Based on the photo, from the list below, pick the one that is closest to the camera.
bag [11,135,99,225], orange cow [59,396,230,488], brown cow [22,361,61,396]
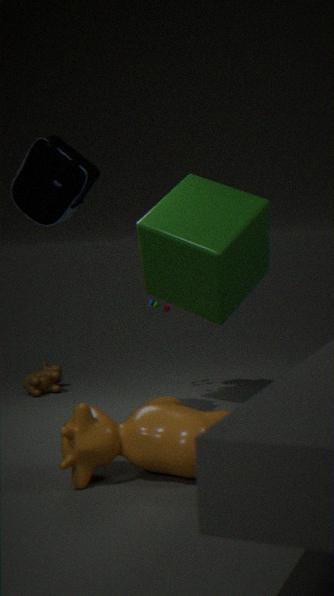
orange cow [59,396,230,488]
